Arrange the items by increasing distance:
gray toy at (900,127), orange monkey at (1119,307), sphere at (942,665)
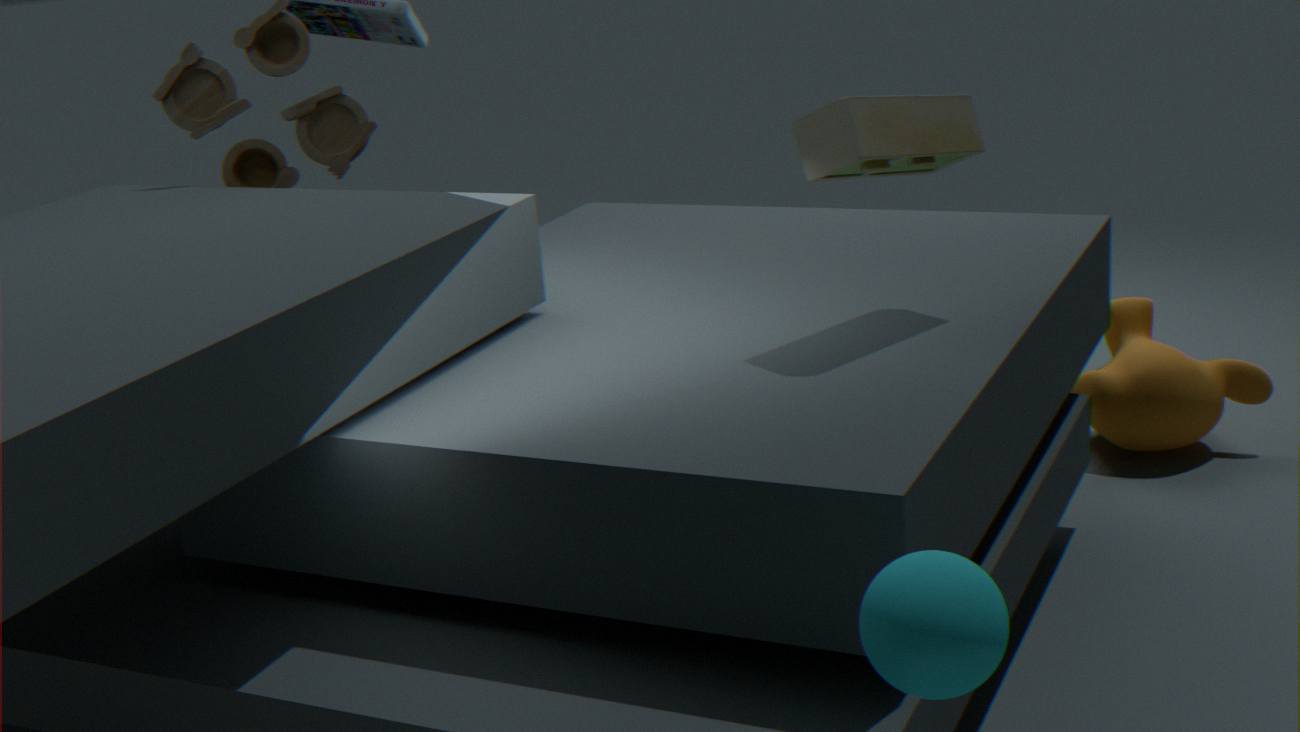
sphere at (942,665) < gray toy at (900,127) < orange monkey at (1119,307)
